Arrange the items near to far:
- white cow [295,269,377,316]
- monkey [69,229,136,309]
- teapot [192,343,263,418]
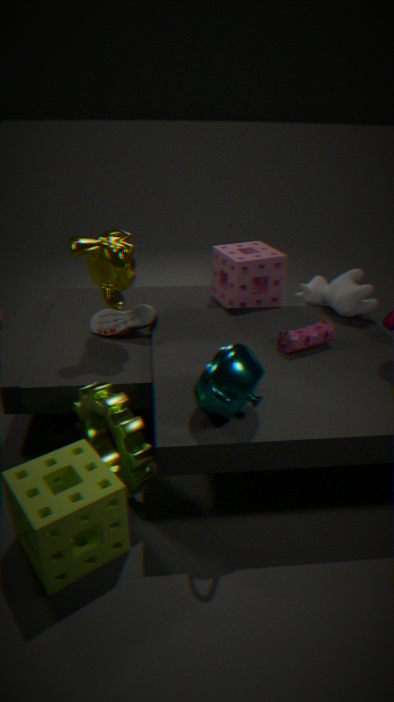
teapot [192,343,263,418]
monkey [69,229,136,309]
white cow [295,269,377,316]
